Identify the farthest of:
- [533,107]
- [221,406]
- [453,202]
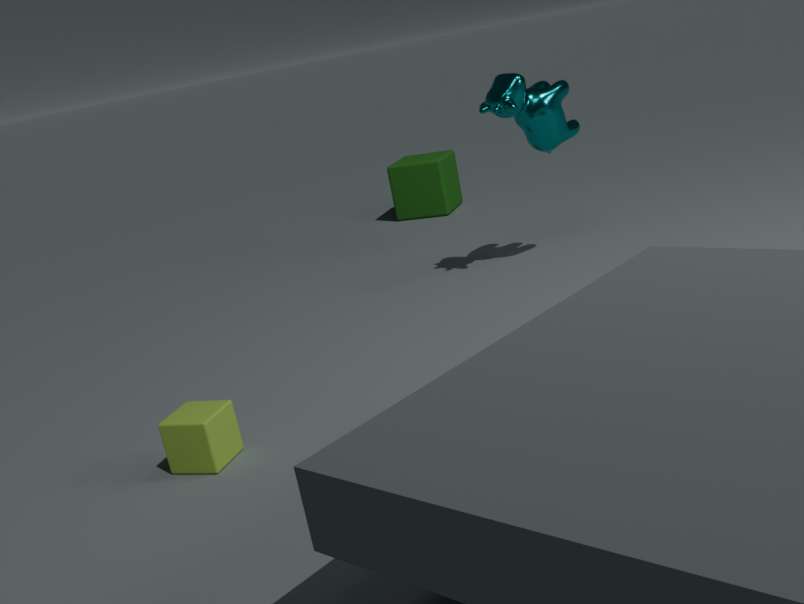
[453,202]
